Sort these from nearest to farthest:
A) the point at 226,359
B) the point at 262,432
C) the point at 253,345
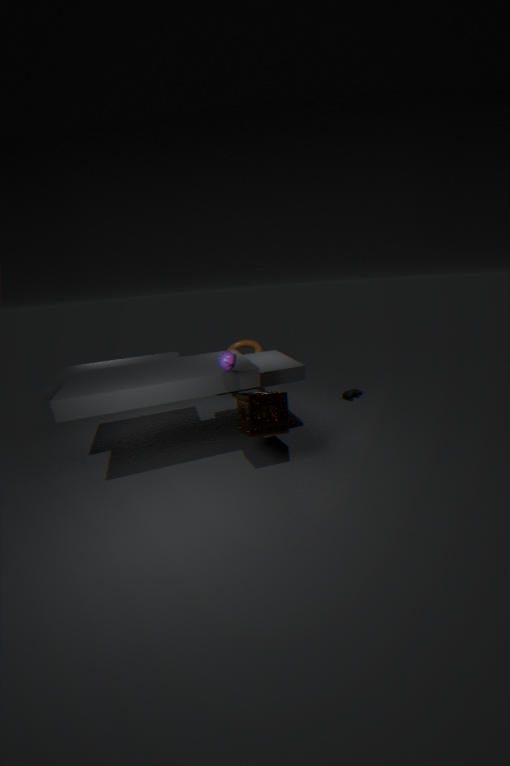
the point at 226,359
the point at 262,432
the point at 253,345
